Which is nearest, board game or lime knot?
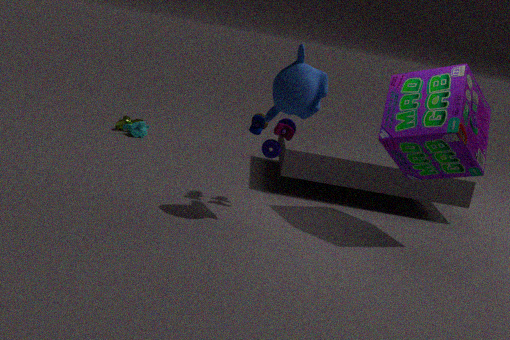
board game
